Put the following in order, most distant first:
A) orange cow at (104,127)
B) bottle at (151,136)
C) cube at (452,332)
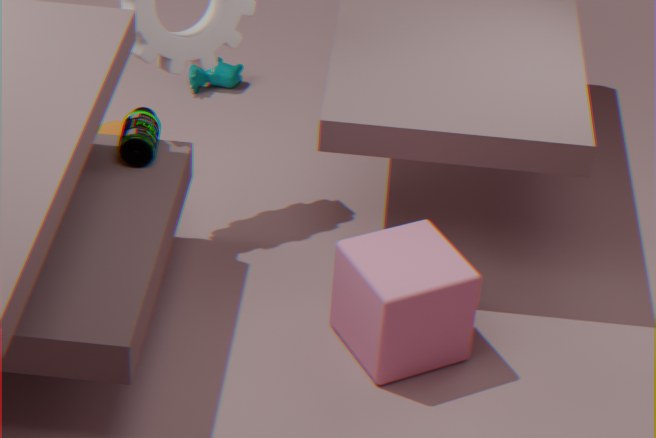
orange cow at (104,127), bottle at (151,136), cube at (452,332)
